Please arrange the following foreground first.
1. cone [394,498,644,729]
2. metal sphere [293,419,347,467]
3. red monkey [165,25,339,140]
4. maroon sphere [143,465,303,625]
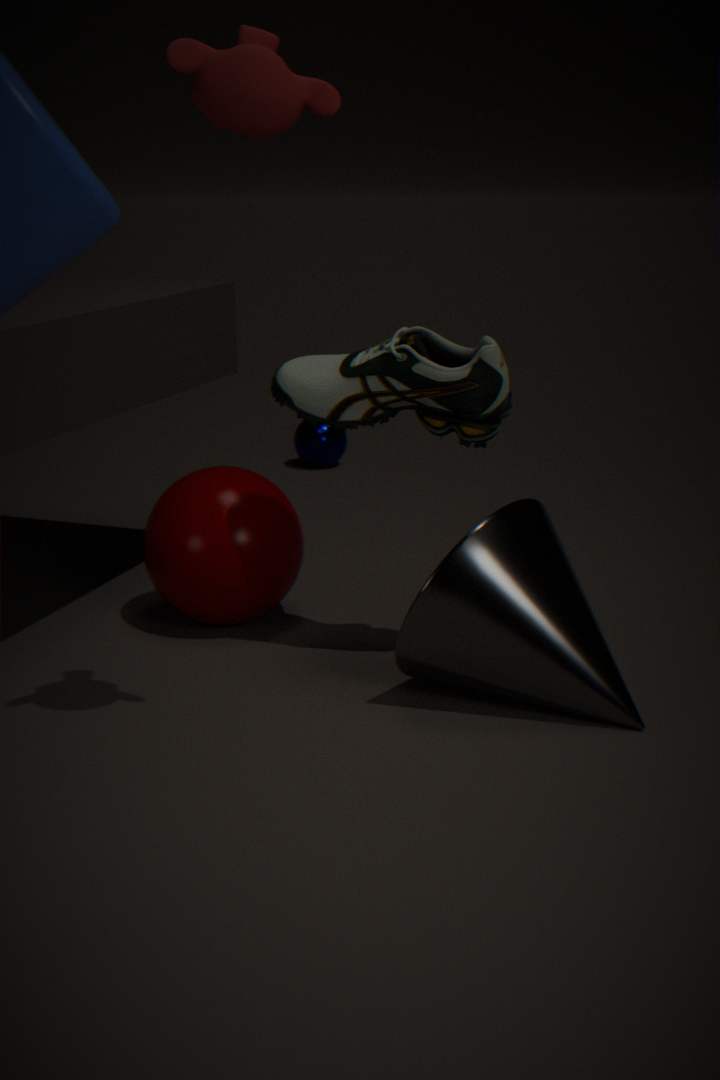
red monkey [165,25,339,140]
cone [394,498,644,729]
maroon sphere [143,465,303,625]
metal sphere [293,419,347,467]
